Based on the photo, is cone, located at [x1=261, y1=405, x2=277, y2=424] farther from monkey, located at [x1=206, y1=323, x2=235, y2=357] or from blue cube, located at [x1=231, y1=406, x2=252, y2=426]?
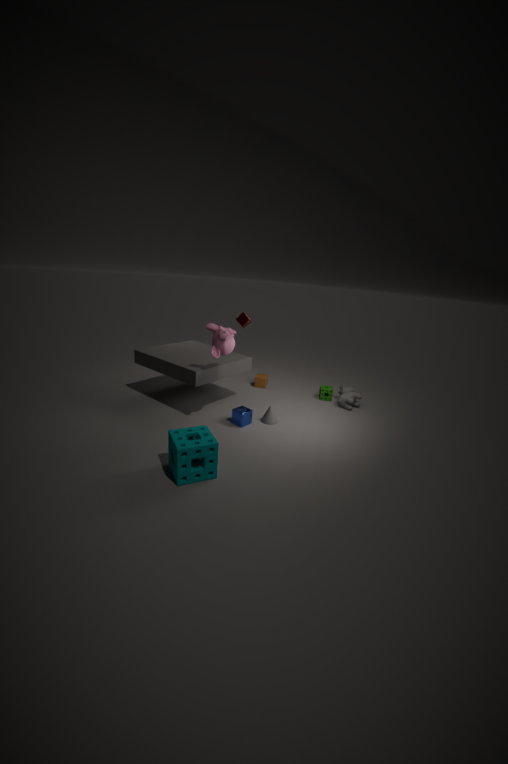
monkey, located at [x1=206, y1=323, x2=235, y2=357]
